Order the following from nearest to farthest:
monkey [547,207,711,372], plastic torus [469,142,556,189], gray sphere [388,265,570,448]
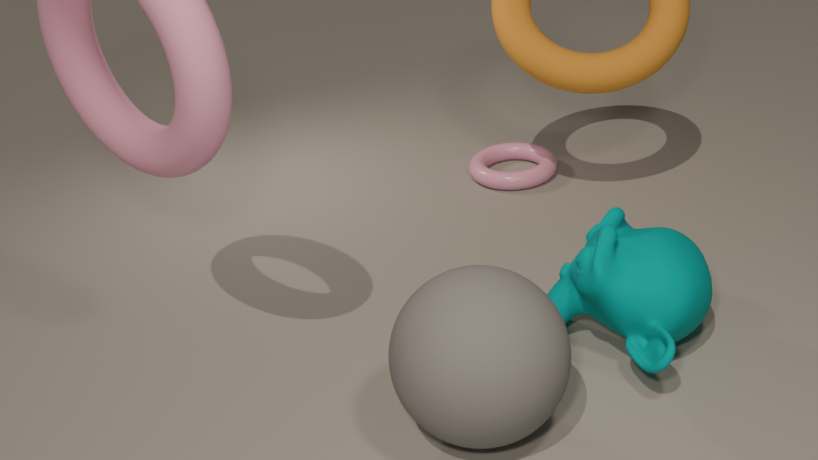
gray sphere [388,265,570,448], monkey [547,207,711,372], plastic torus [469,142,556,189]
